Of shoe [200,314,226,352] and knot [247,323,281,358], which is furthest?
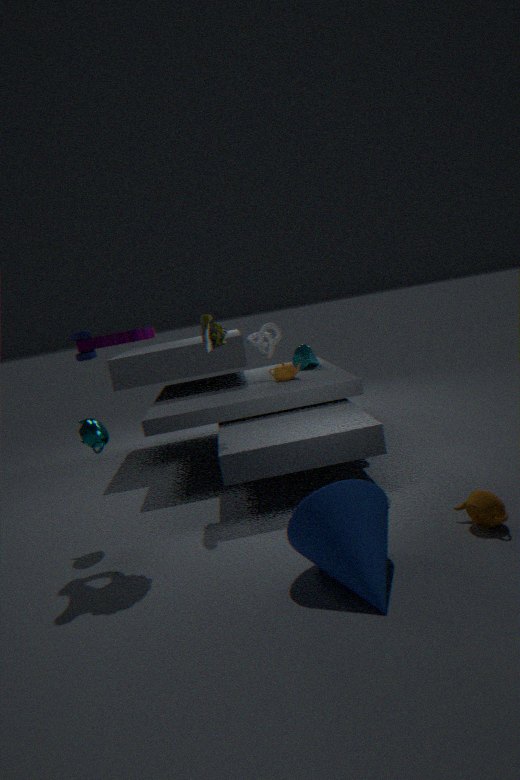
knot [247,323,281,358]
